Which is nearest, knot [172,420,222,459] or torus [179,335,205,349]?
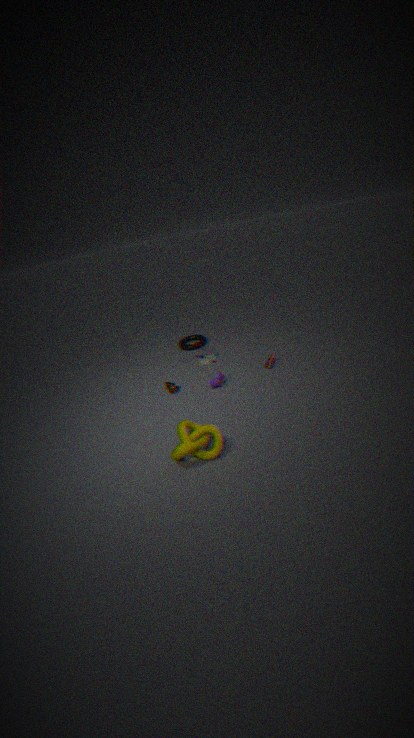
knot [172,420,222,459]
